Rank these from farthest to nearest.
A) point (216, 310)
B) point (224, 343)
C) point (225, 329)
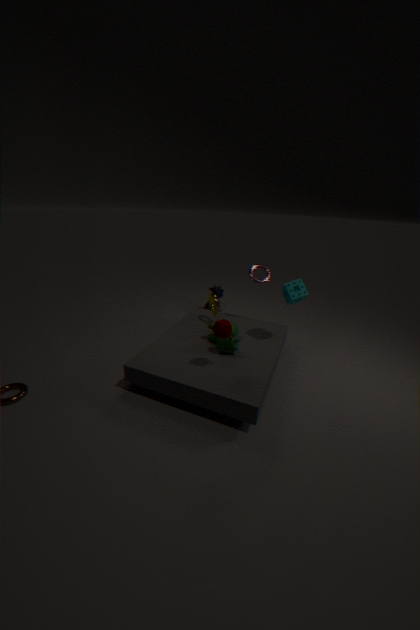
point (216, 310) → point (224, 343) → point (225, 329)
